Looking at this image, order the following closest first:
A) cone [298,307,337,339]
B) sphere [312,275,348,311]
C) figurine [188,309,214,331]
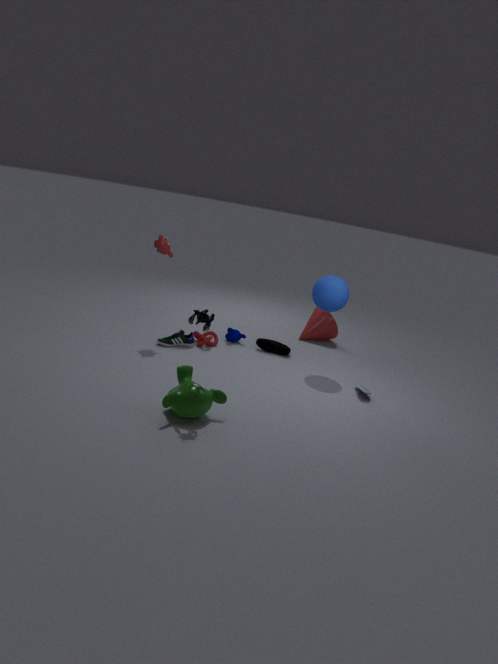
figurine [188,309,214,331]
sphere [312,275,348,311]
cone [298,307,337,339]
